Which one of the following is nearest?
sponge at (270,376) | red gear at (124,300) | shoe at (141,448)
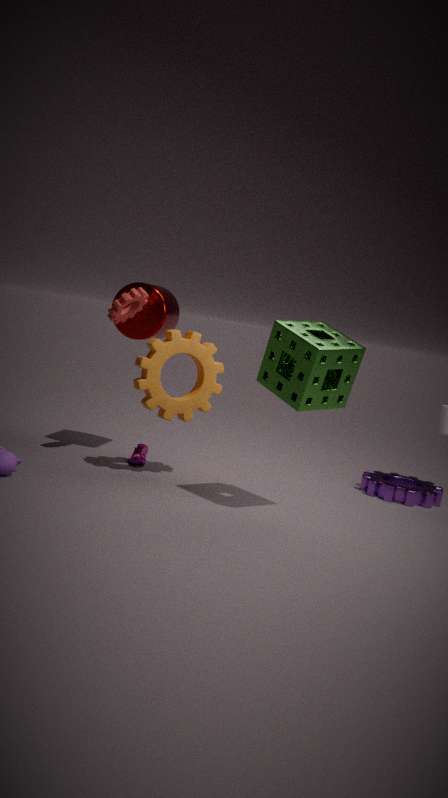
sponge at (270,376)
